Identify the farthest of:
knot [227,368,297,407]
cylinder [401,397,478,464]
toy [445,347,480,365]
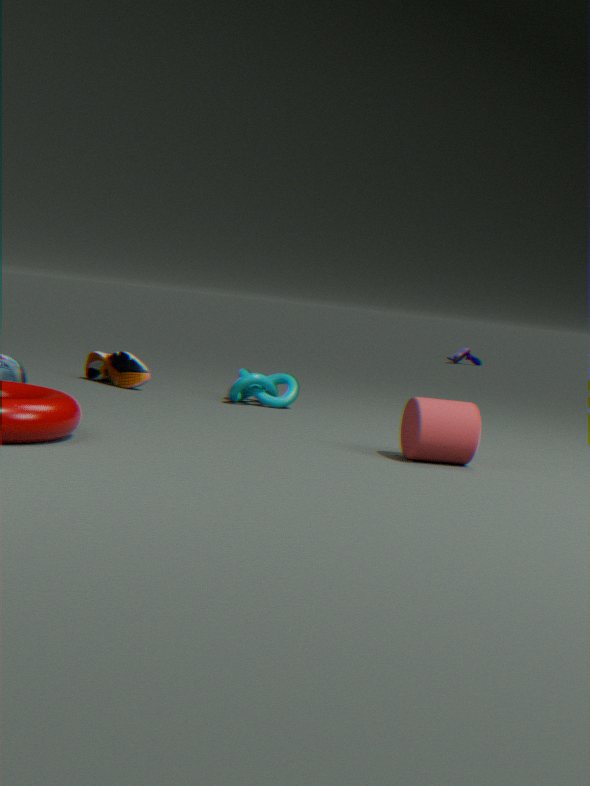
toy [445,347,480,365]
